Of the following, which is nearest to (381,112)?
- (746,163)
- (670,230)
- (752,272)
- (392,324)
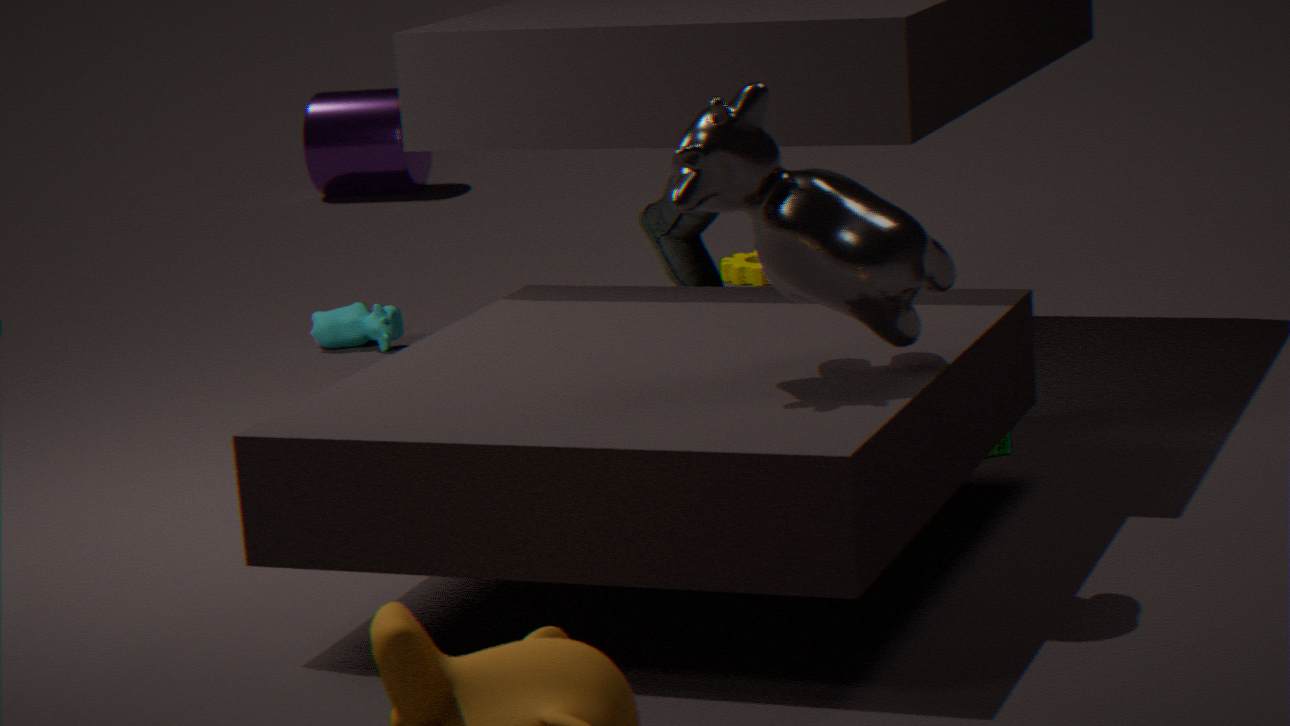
(752,272)
